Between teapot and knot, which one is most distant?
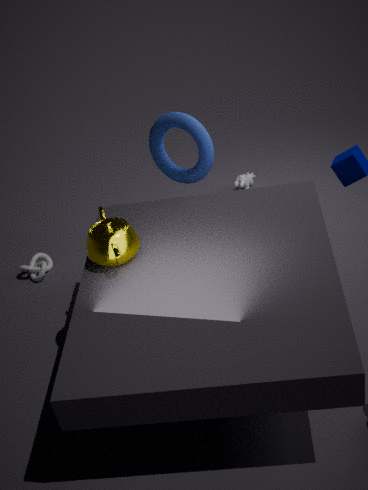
knot
